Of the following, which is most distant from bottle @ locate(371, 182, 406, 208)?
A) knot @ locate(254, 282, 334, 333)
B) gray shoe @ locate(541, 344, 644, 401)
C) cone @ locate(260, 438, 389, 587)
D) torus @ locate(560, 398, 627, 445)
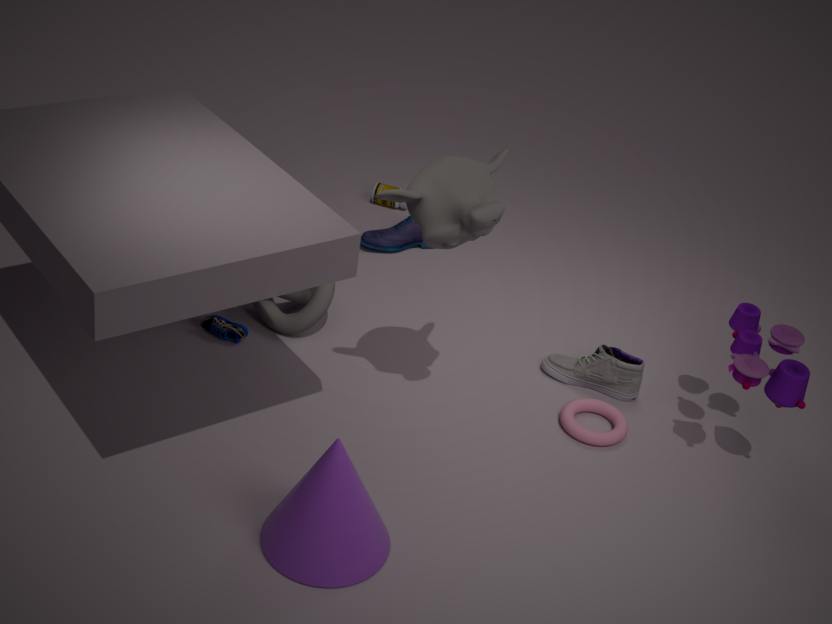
cone @ locate(260, 438, 389, 587)
